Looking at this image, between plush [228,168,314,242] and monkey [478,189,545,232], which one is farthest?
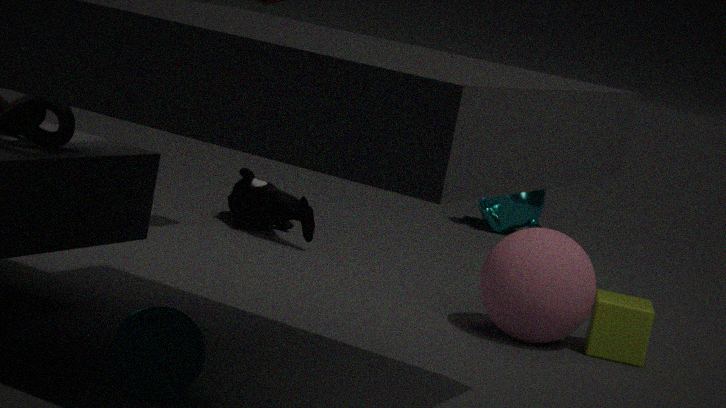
monkey [478,189,545,232]
